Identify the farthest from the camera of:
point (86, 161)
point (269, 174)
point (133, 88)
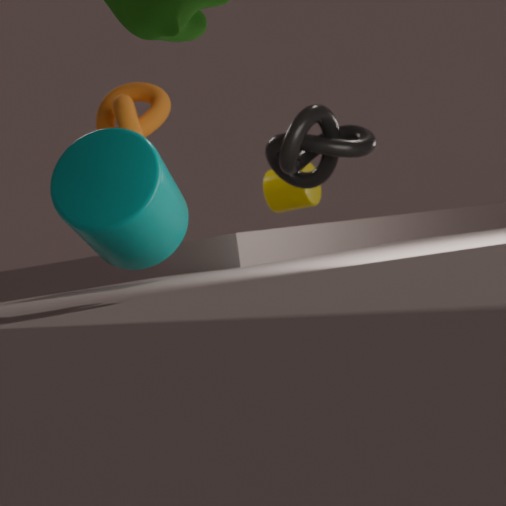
point (269, 174)
